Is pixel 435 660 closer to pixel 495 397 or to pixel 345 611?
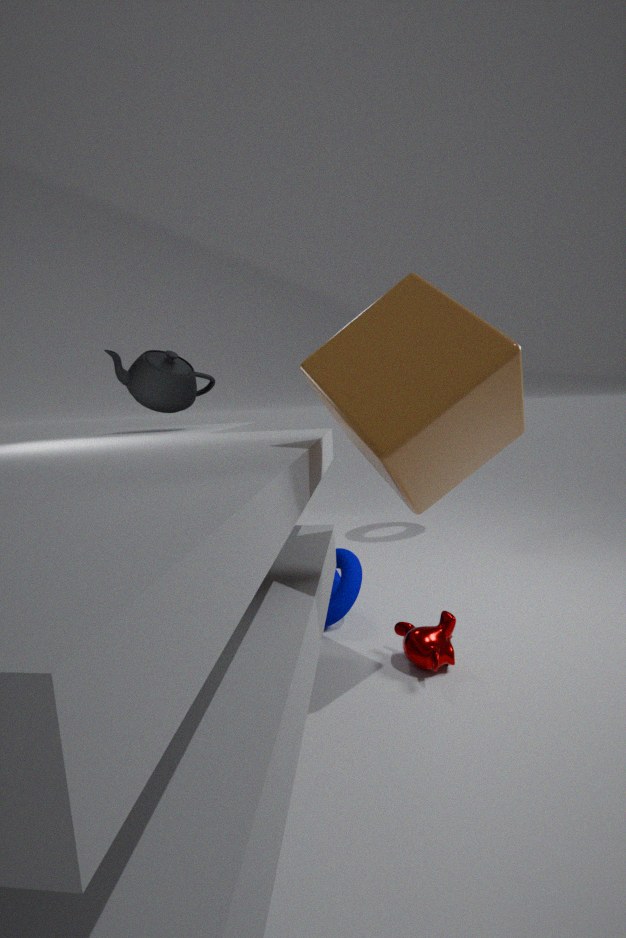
pixel 345 611
